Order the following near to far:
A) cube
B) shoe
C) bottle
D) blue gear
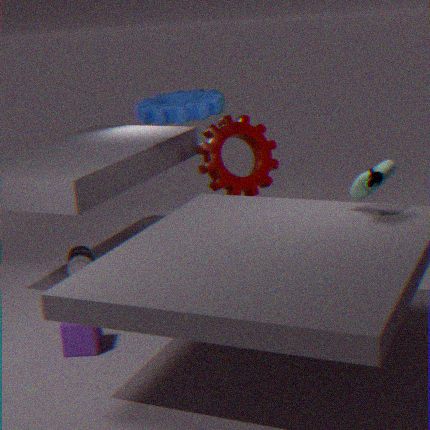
shoe
cube
blue gear
bottle
